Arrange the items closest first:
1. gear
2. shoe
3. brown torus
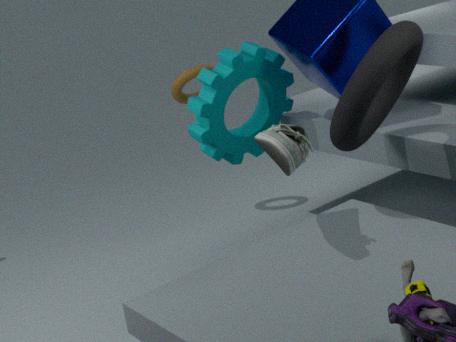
shoe → gear → brown torus
